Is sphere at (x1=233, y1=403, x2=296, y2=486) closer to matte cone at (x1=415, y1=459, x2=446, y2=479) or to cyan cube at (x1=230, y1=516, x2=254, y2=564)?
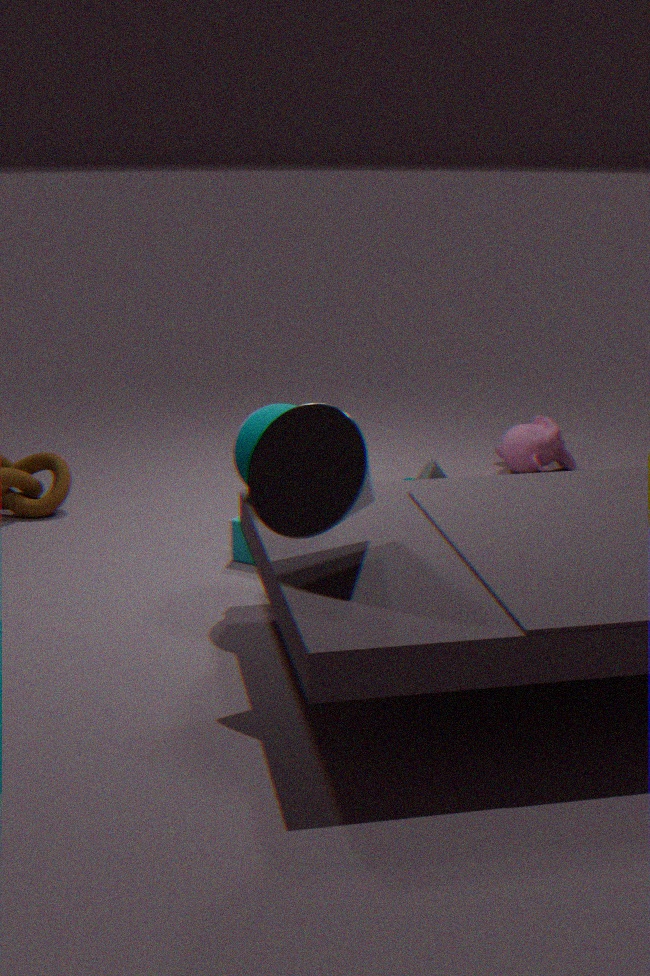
cyan cube at (x1=230, y1=516, x2=254, y2=564)
